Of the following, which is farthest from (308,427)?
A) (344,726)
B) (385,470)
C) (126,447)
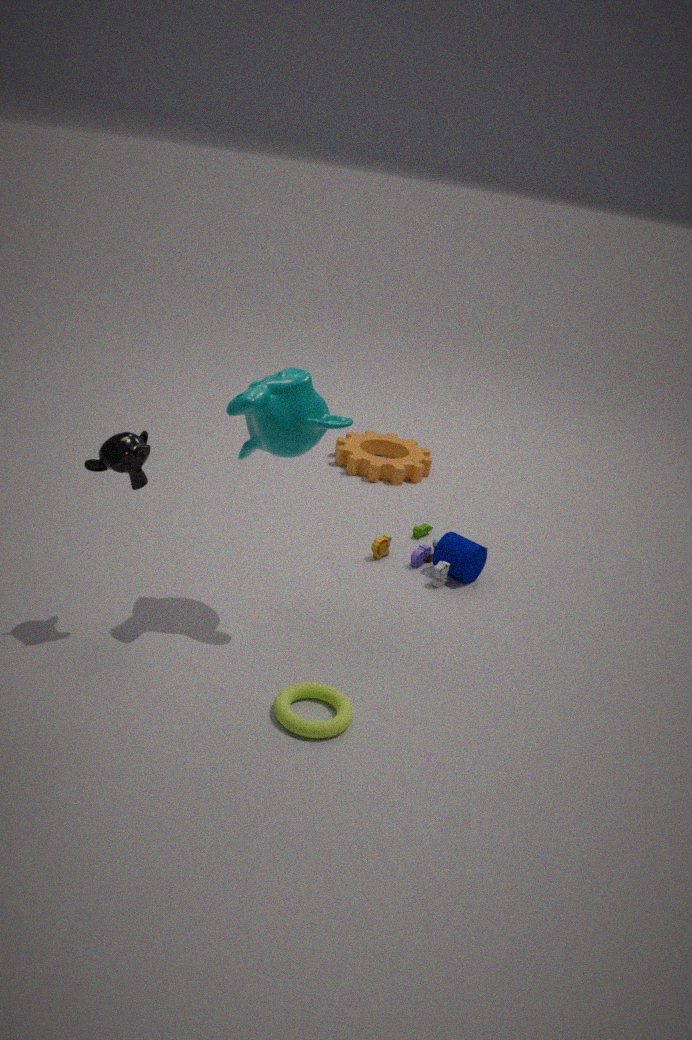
(385,470)
